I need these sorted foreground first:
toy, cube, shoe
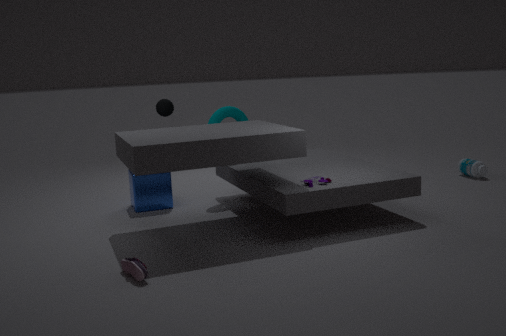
A: shoe → toy → cube
